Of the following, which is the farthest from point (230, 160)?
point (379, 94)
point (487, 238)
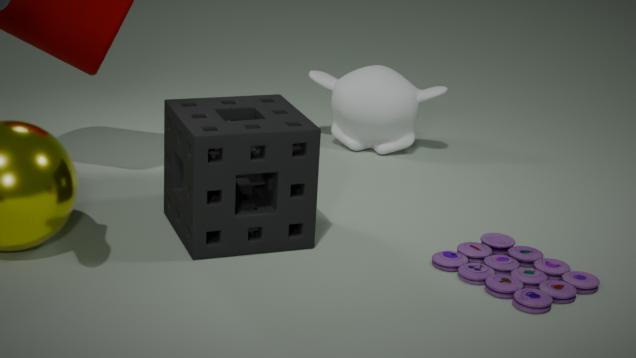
point (379, 94)
